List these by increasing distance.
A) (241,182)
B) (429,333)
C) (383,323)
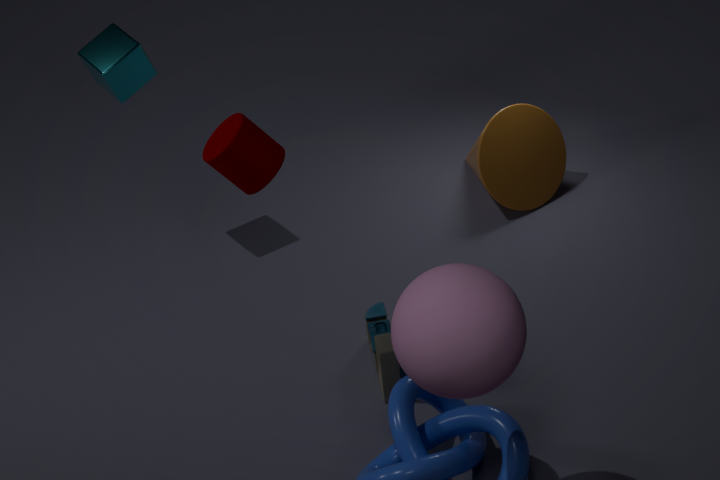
(429,333), (241,182), (383,323)
